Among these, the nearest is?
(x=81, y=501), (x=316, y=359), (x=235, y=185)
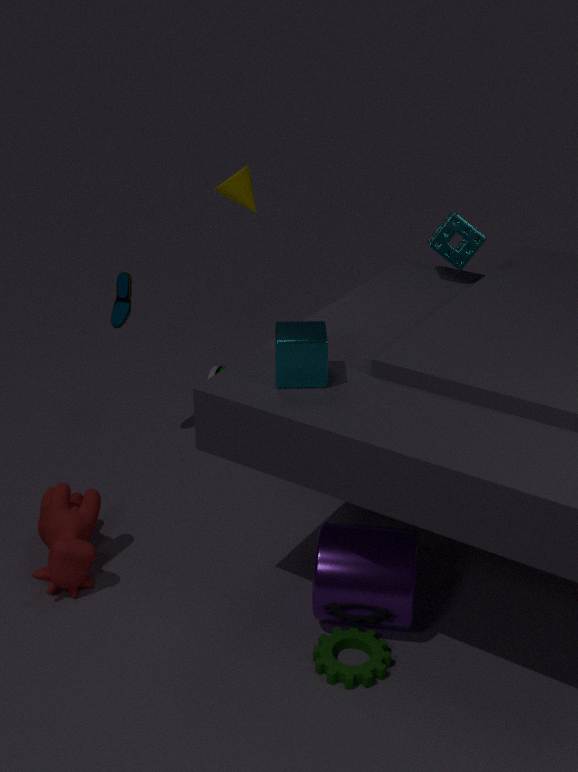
(x=316, y=359)
